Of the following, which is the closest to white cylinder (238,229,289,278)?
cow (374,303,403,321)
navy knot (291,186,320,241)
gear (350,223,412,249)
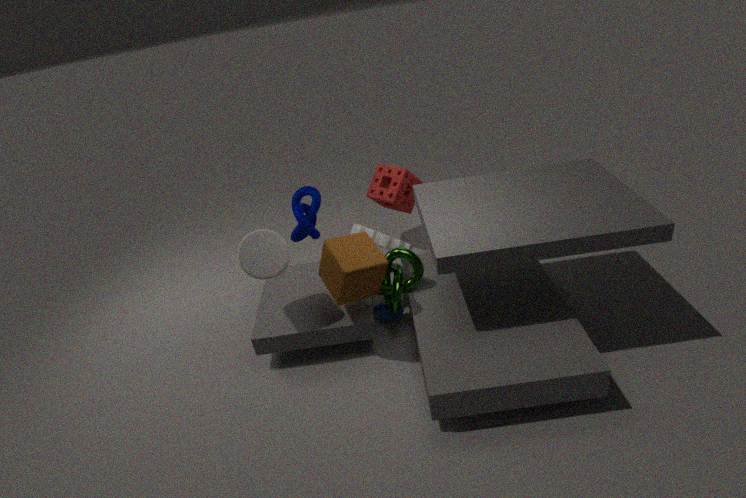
navy knot (291,186,320,241)
